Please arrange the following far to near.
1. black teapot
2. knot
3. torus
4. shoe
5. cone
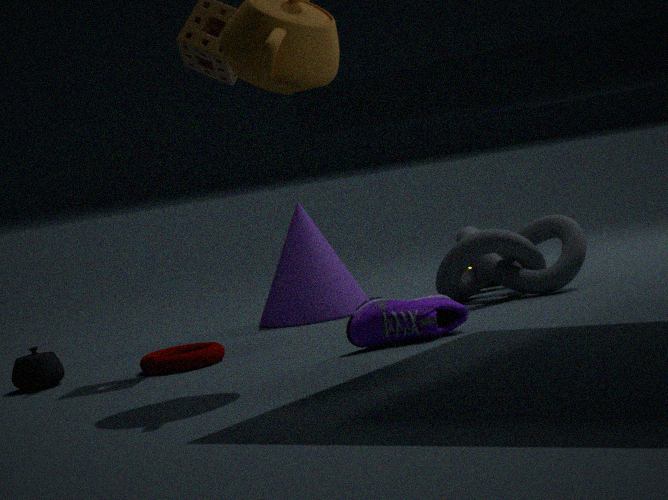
cone, knot, black teapot, torus, shoe
